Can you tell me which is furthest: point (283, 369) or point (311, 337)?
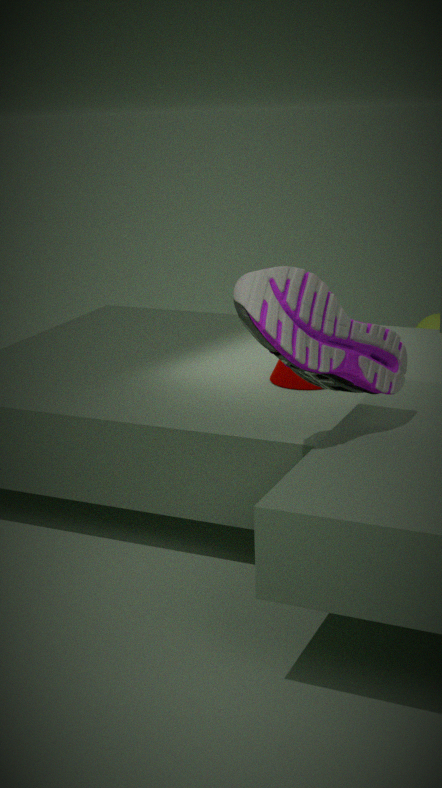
point (283, 369)
